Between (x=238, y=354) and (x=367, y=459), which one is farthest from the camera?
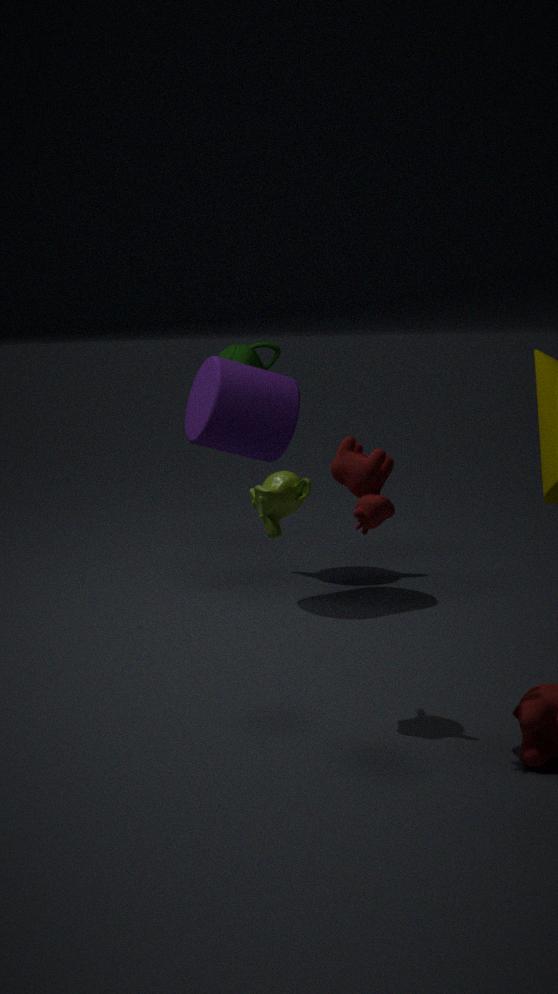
(x=238, y=354)
